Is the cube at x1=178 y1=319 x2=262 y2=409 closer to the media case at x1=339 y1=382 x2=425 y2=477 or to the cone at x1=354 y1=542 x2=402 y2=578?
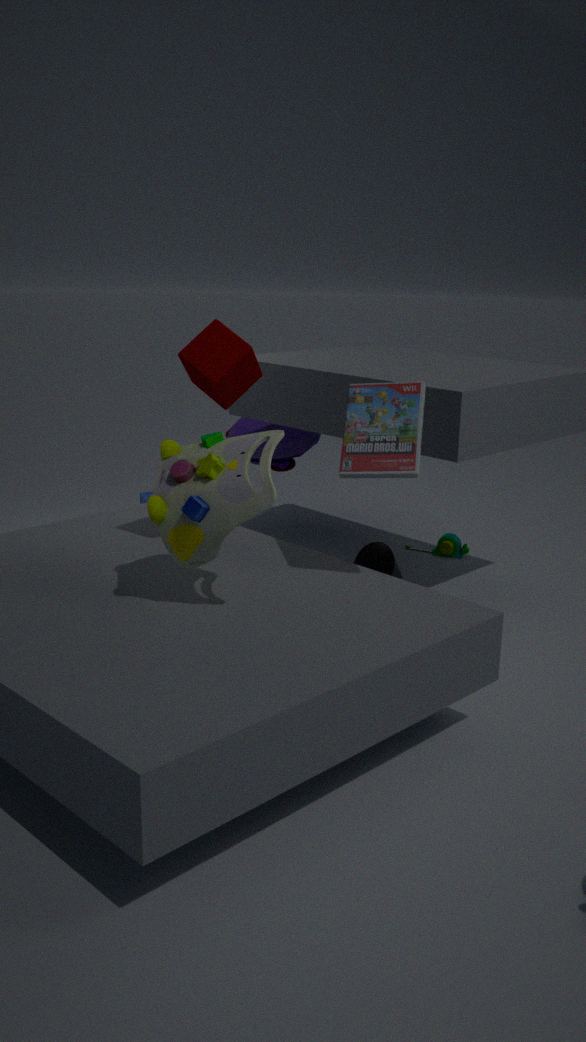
the media case at x1=339 y1=382 x2=425 y2=477
